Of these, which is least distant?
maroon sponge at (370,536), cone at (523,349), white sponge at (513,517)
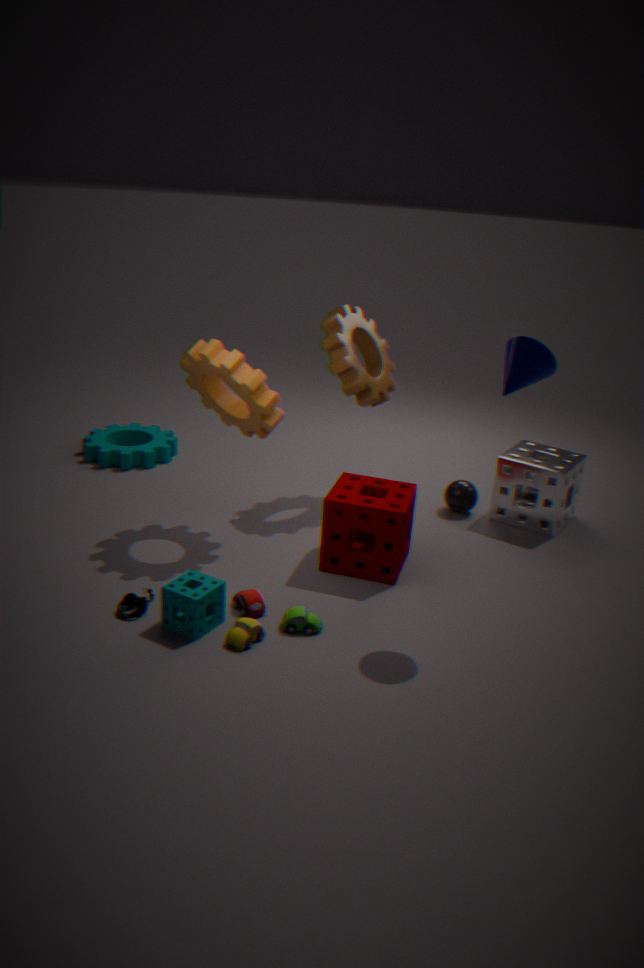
cone at (523,349)
